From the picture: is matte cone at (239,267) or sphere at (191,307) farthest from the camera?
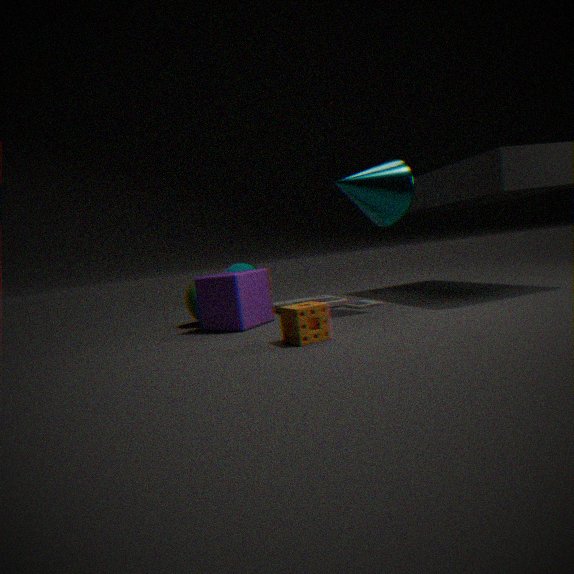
matte cone at (239,267)
